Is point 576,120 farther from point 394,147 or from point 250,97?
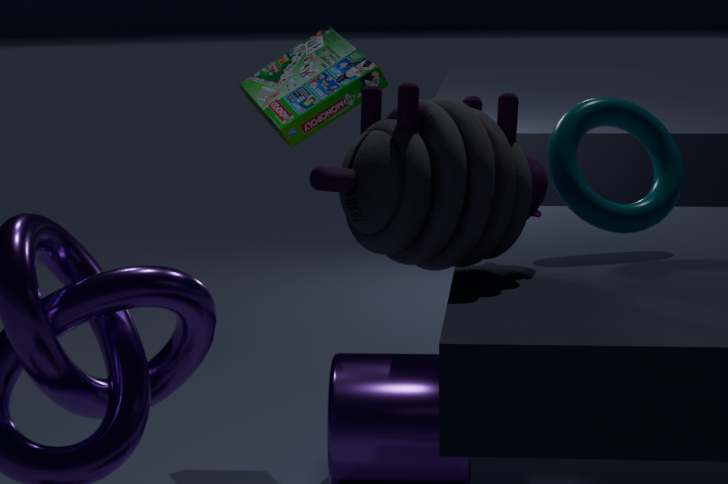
point 250,97
